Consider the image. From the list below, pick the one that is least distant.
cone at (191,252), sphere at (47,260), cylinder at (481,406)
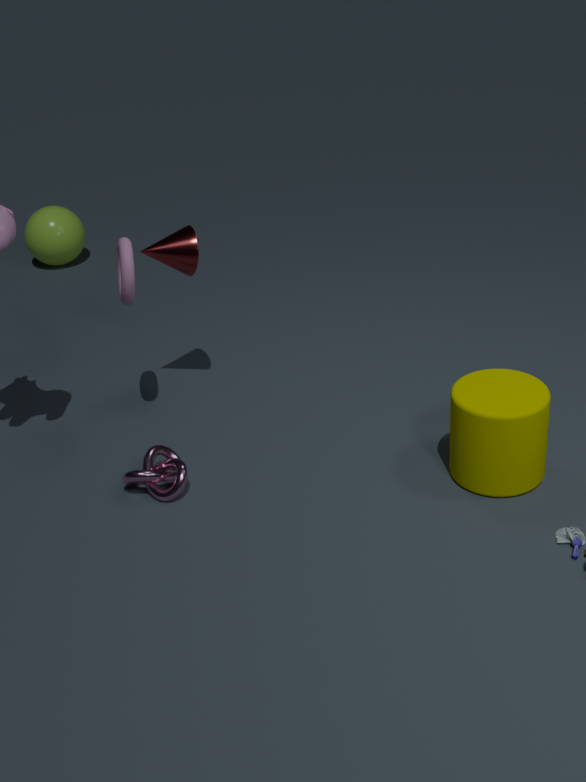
cylinder at (481,406)
